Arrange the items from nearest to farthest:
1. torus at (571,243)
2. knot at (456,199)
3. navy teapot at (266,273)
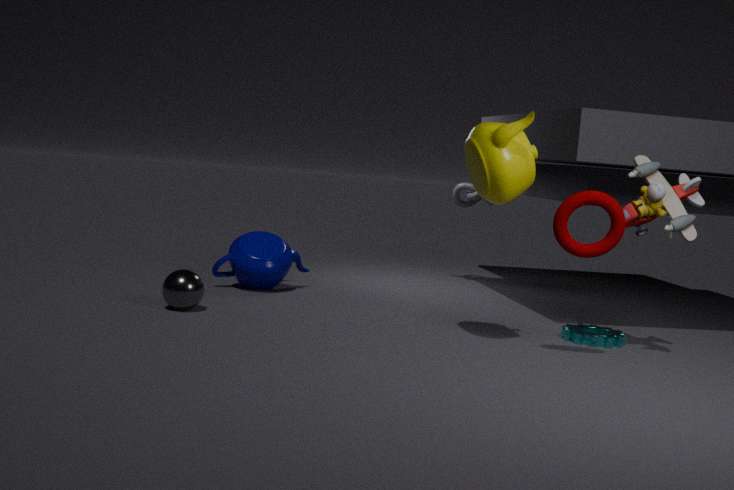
torus at (571,243) < navy teapot at (266,273) < knot at (456,199)
